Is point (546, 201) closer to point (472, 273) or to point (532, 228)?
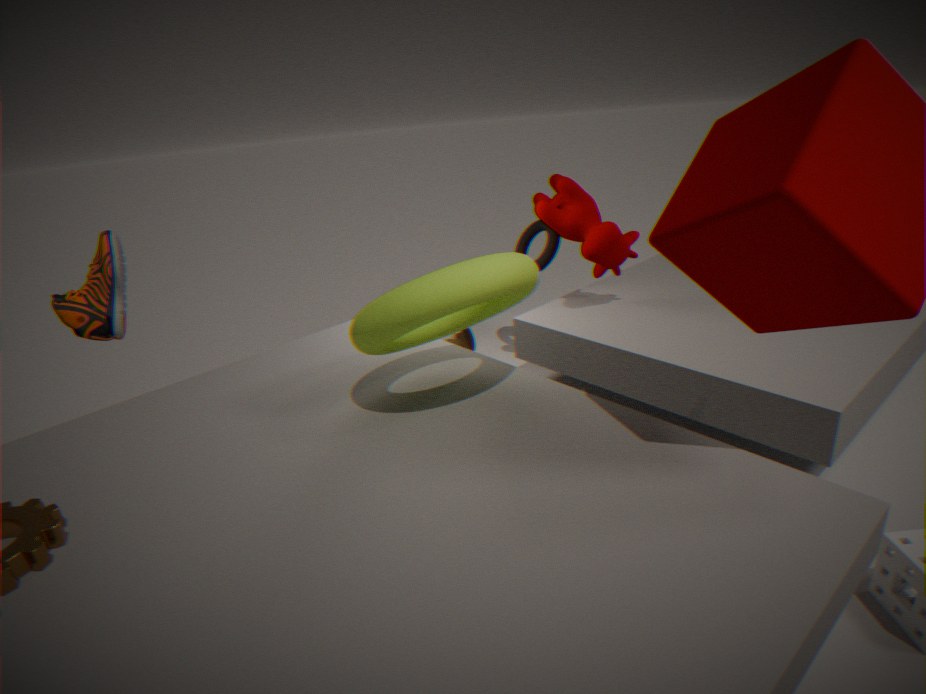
point (532, 228)
